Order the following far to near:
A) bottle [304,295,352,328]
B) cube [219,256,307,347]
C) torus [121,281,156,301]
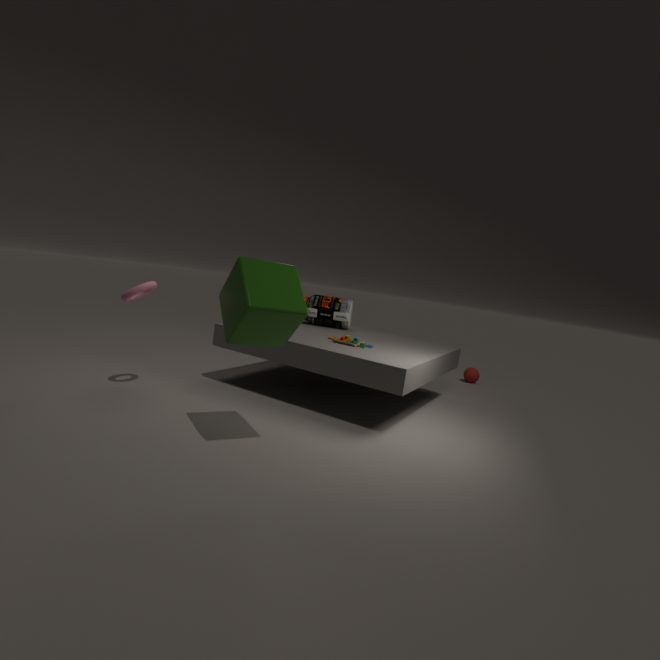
A: bottle [304,295,352,328] → torus [121,281,156,301] → cube [219,256,307,347]
